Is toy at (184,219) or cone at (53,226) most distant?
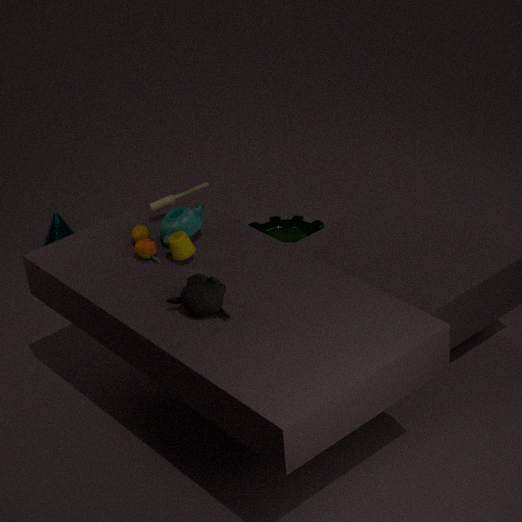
cone at (53,226)
